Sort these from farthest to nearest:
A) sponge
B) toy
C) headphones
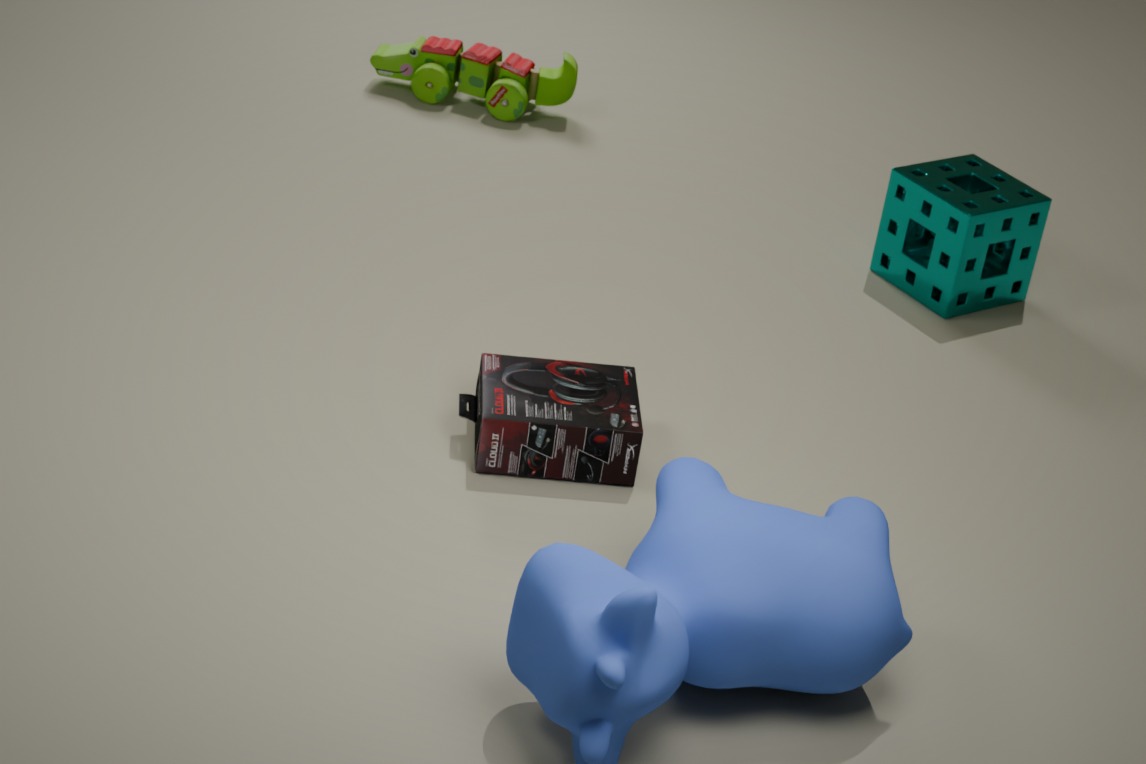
toy
sponge
headphones
